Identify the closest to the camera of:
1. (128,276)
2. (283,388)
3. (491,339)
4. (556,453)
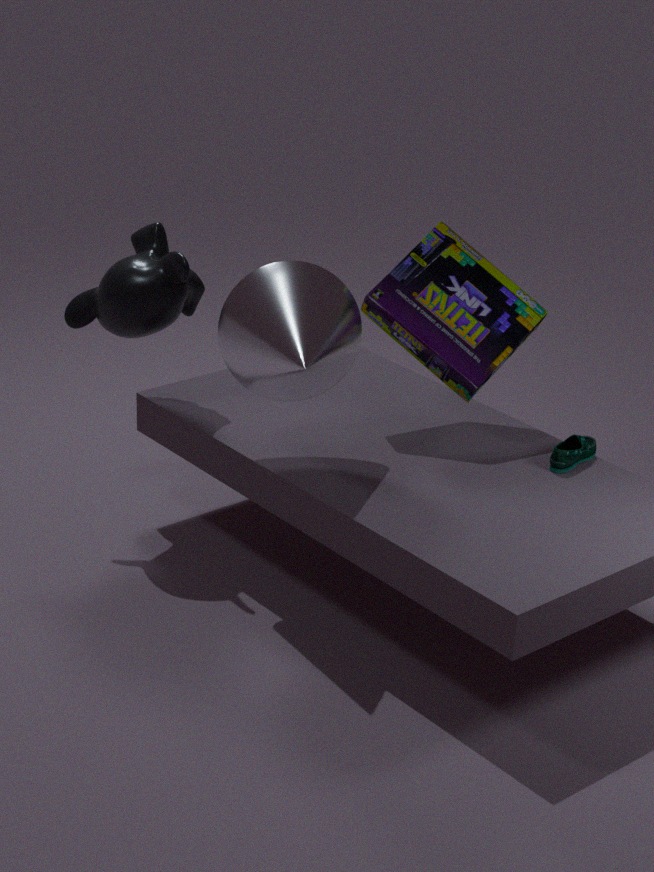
(283,388)
